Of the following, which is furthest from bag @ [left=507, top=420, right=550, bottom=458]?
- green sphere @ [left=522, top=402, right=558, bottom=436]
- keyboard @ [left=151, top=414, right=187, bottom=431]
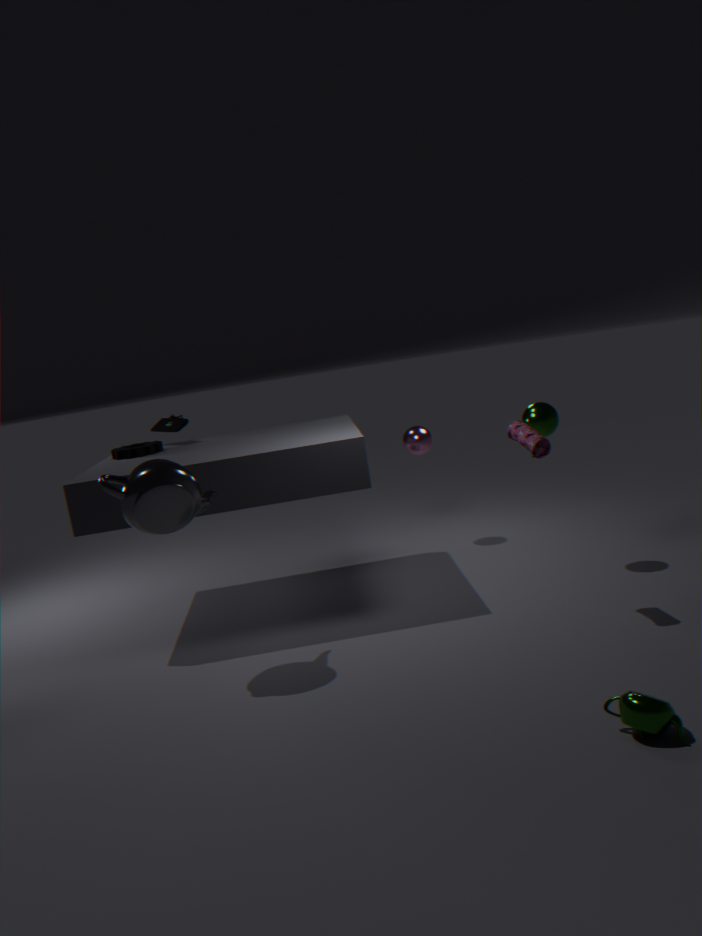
keyboard @ [left=151, top=414, right=187, bottom=431]
